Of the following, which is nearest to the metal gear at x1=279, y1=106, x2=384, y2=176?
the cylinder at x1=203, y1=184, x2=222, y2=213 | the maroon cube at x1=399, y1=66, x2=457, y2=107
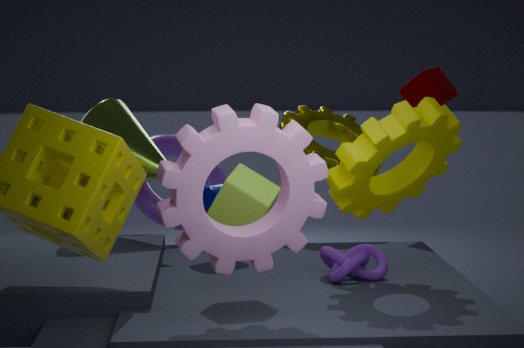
the maroon cube at x1=399, y1=66, x2=457, y2=107
